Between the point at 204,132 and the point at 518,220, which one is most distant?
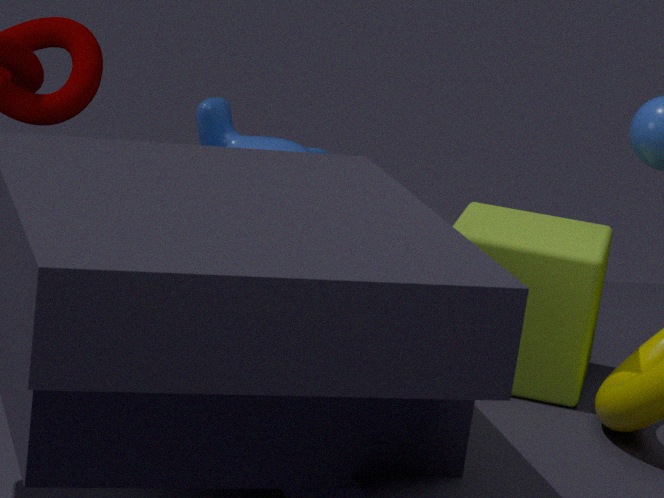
the point at 204,132
